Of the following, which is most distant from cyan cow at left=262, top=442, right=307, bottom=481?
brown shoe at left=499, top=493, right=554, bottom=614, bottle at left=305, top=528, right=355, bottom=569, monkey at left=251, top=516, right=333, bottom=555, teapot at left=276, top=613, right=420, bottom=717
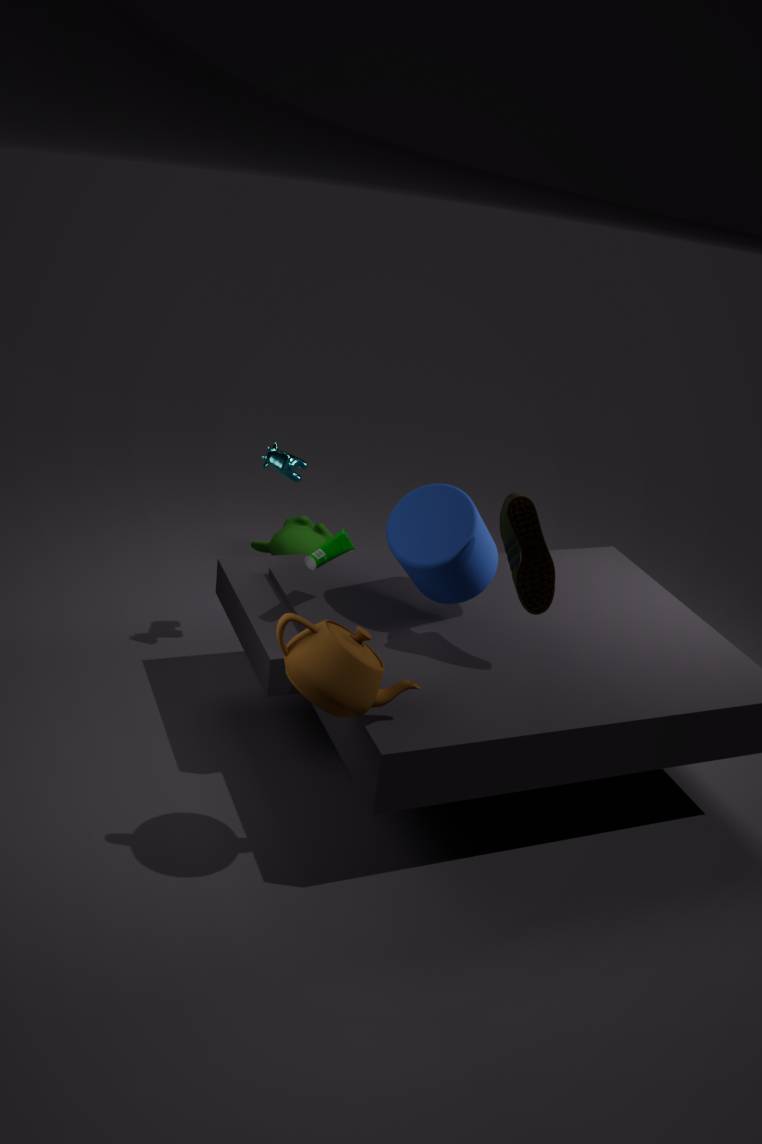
teapot at left=276, top=613, right=420, bottom=717
